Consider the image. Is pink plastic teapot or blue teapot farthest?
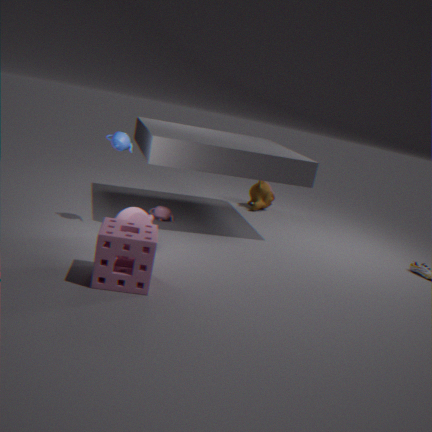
pink plastic teapot
